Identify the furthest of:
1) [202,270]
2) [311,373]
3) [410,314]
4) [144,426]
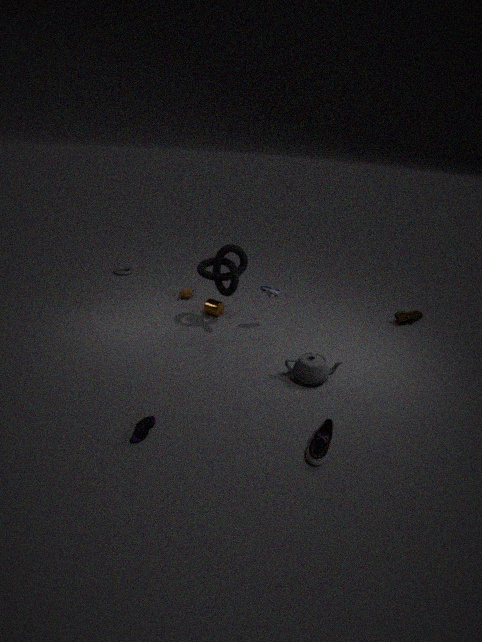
3. [410,314]
